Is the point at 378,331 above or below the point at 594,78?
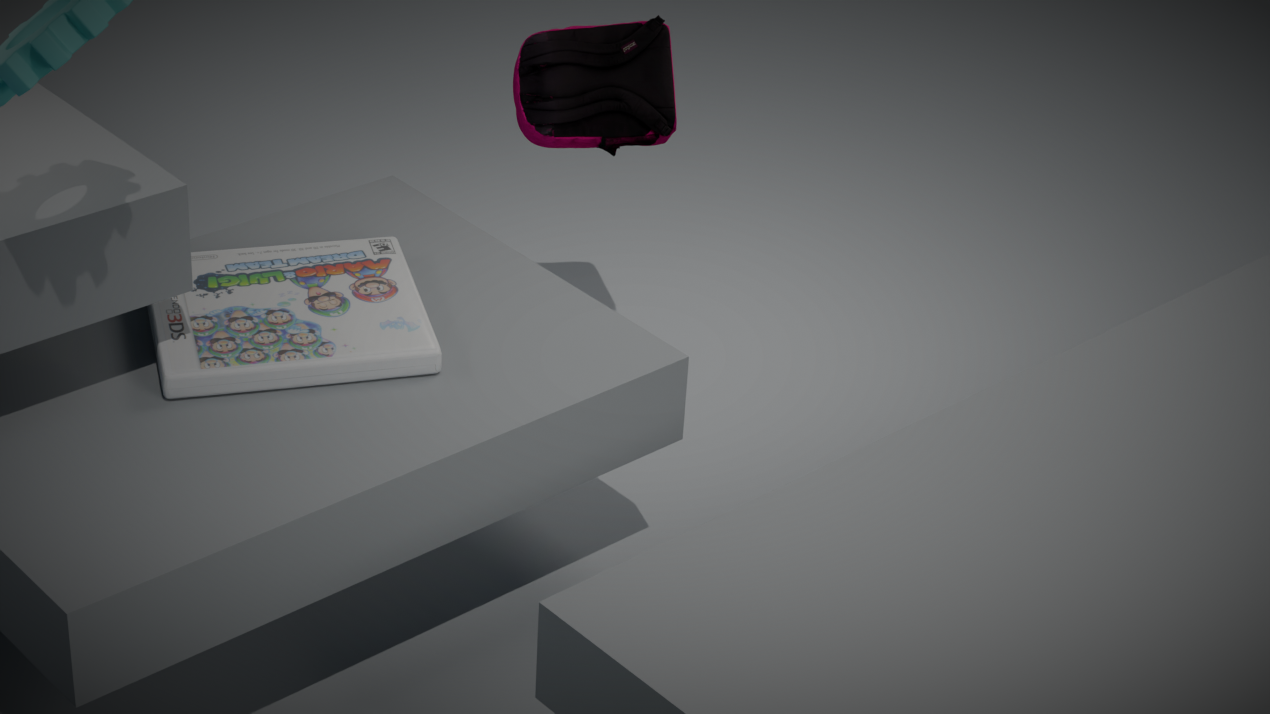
below
